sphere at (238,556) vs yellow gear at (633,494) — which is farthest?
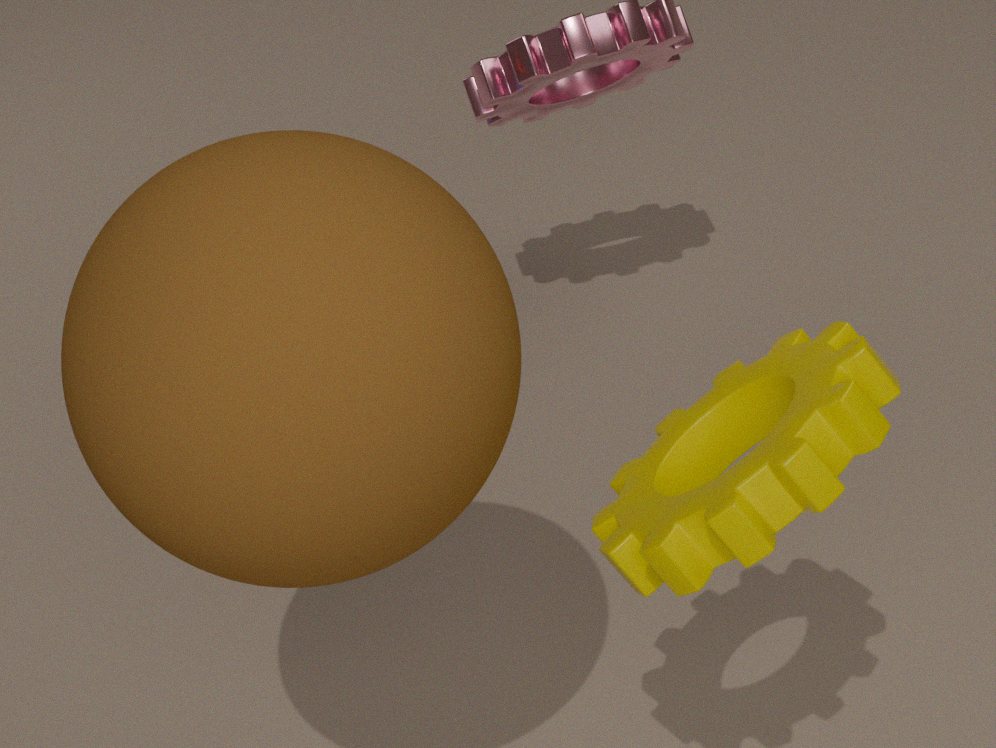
yellow gear at (633,494)
